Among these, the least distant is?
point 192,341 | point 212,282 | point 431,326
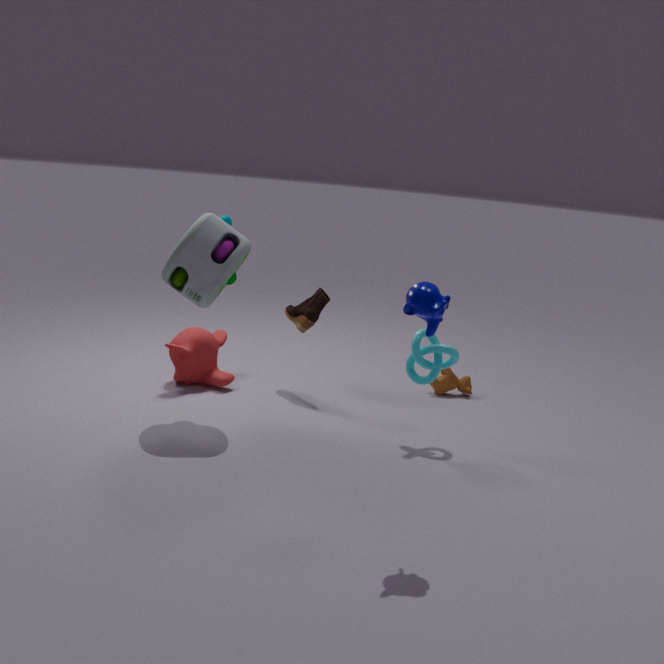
point 431,326
